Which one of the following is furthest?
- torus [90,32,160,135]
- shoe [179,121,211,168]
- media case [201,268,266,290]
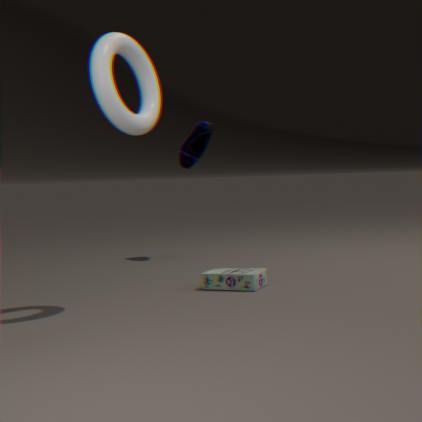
shoe [179,121,211,168]
